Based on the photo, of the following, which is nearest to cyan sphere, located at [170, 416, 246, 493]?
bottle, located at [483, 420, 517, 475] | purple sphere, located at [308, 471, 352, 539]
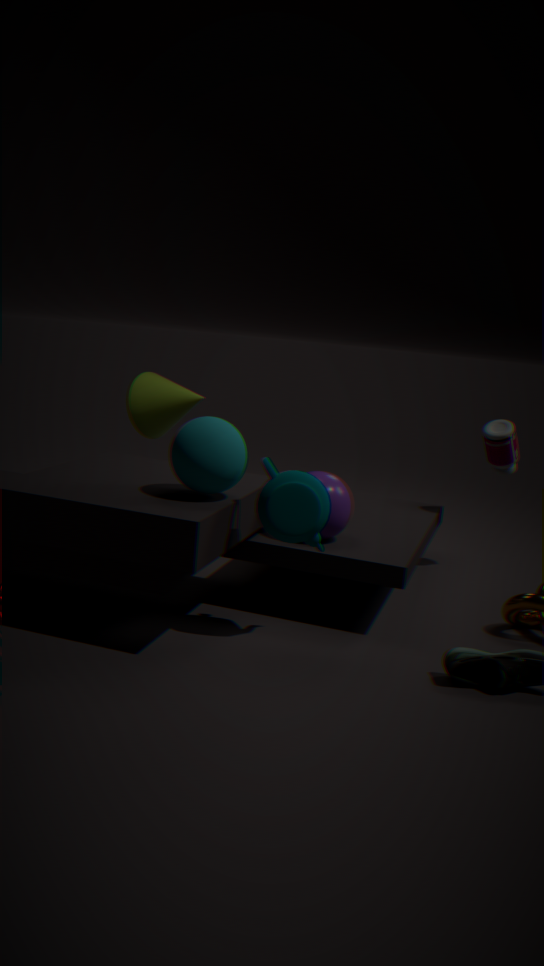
purple sphere, located at [308, 471, 352, 539]
